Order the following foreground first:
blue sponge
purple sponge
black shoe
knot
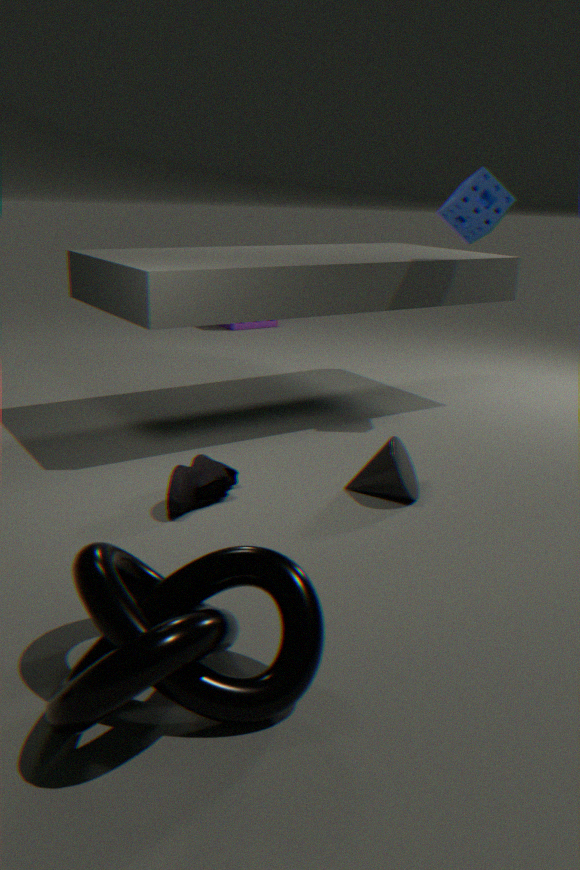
knot < black shoe < blue sponge < purple sponge
